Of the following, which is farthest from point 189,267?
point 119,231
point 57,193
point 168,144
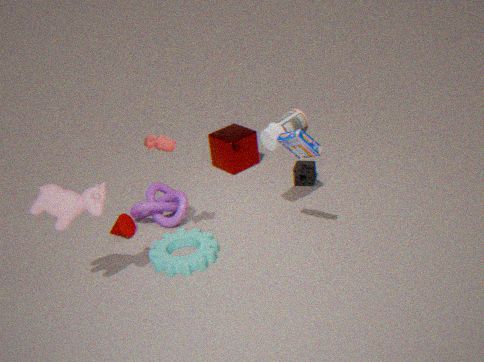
point 57,193
